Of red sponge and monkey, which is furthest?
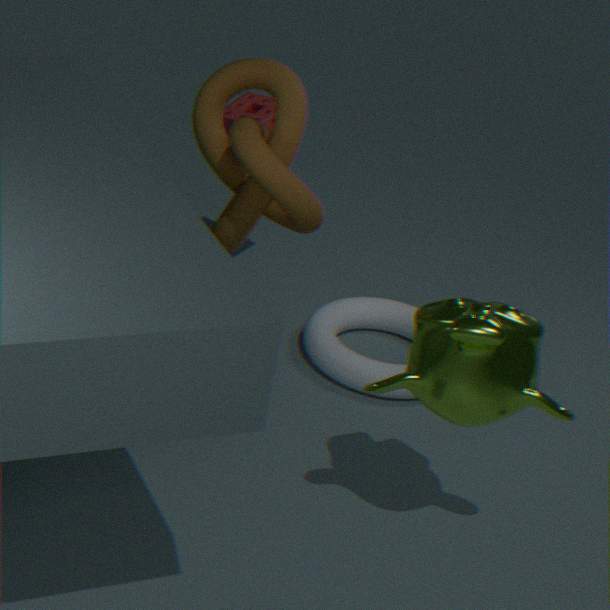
red sponge
